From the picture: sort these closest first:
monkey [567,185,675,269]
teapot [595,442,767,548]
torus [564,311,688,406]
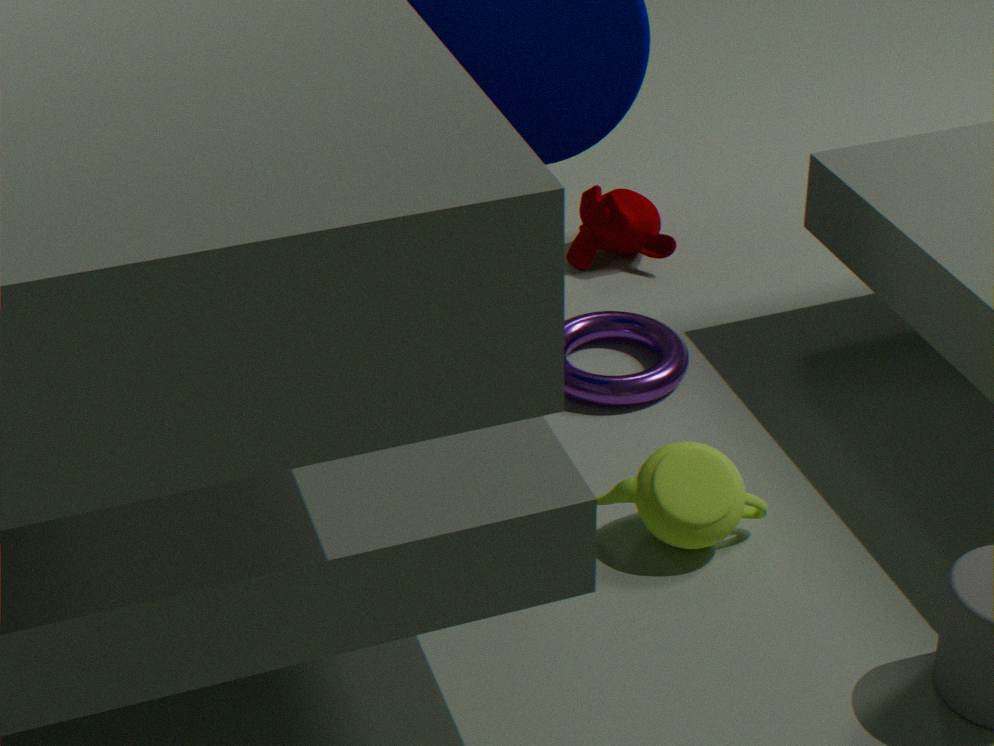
teapot [595,442,767,548] → torus [564,311,688,406] → monkey [567,185,675,269]
